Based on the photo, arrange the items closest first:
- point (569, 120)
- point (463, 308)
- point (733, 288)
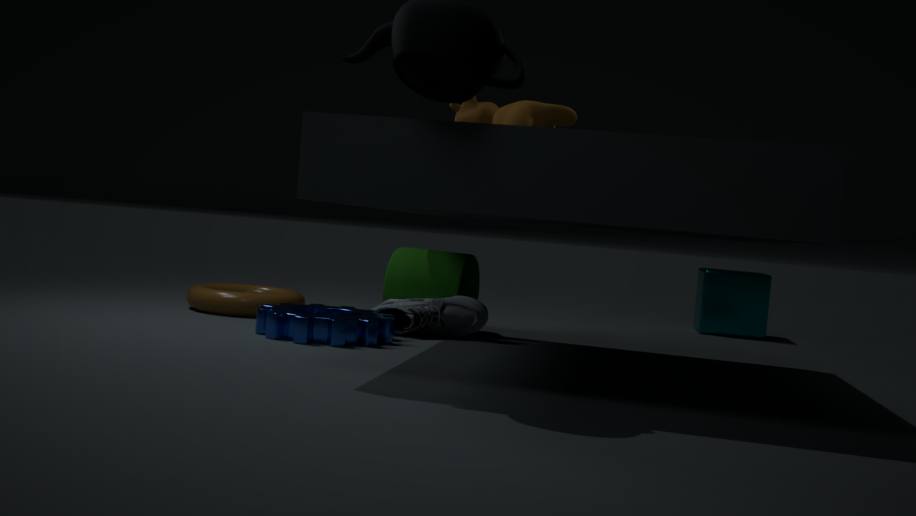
point (569, 120)
point (463, 308)
point (733, 288)
